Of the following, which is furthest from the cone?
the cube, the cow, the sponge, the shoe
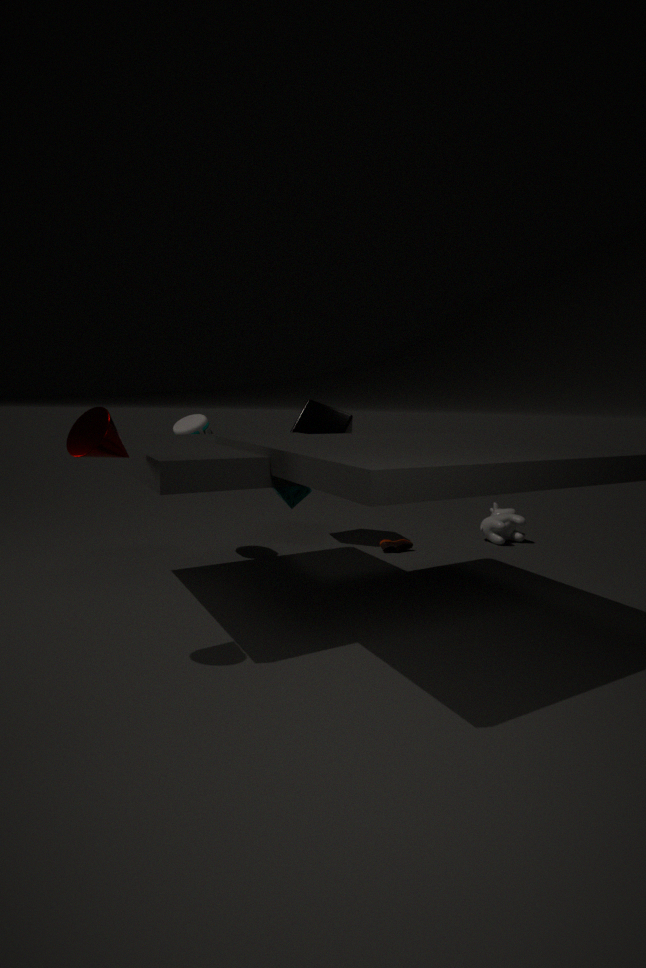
the cow
